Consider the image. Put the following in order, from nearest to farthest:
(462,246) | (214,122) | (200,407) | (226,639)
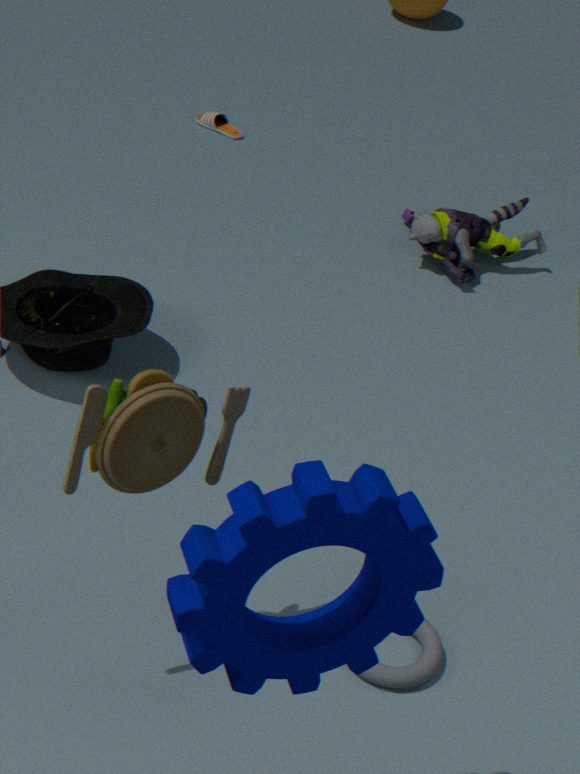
(226,639) → (200,407) → (462,246) → (214,122)
